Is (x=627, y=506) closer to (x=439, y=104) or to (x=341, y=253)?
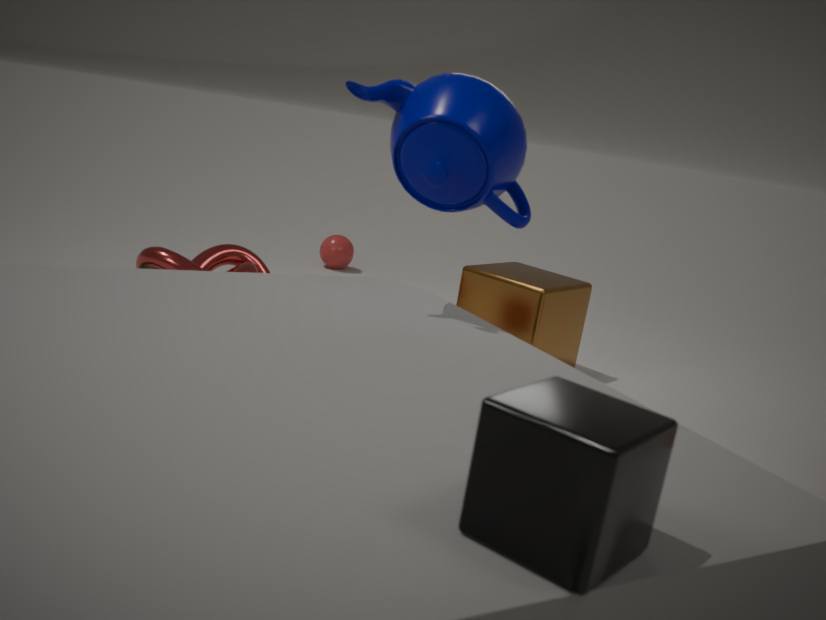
(x=439, y=104)
